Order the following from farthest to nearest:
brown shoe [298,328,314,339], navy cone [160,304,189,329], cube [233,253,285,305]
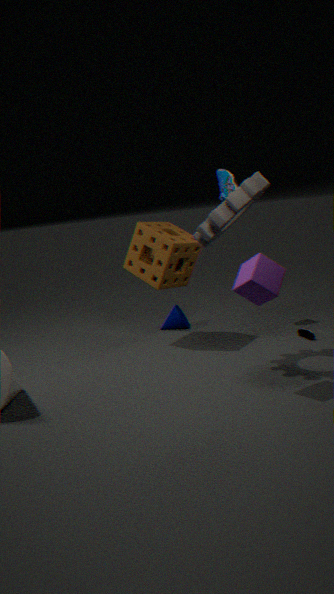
1. navy cone [160,304,189,329]
2. brown shoe [298,328,314,339]
3. cube [233,253,285,305]
